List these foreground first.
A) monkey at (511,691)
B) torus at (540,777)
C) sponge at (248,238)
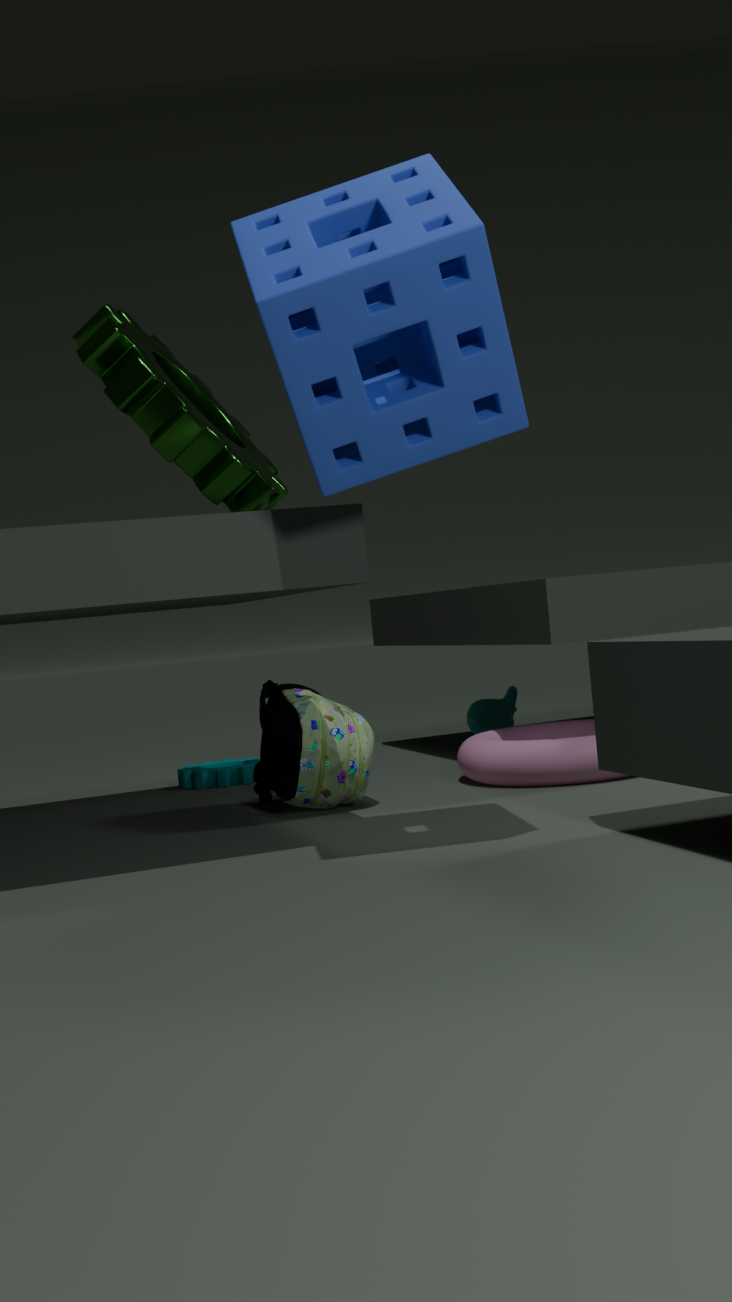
sponge at (248,238) → torus at (540,777) → monkey at (511,691)
